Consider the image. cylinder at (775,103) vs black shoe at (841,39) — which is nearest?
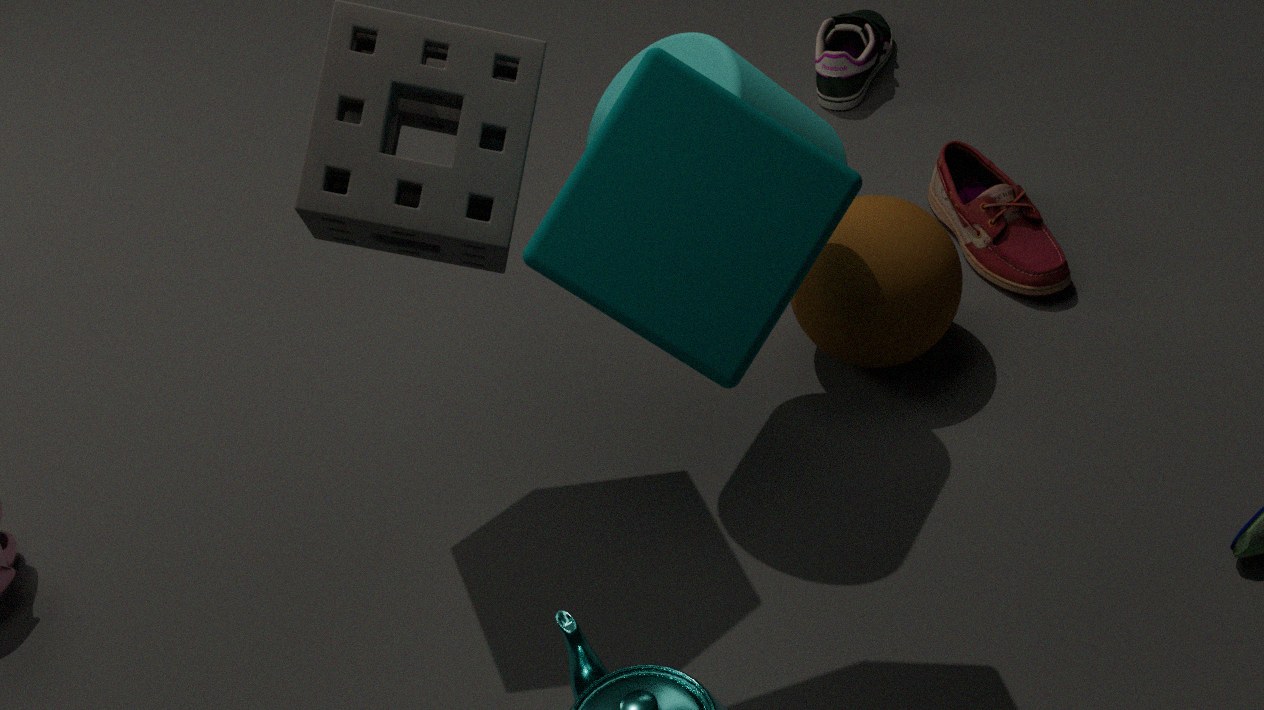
cylinder at (775,103)
